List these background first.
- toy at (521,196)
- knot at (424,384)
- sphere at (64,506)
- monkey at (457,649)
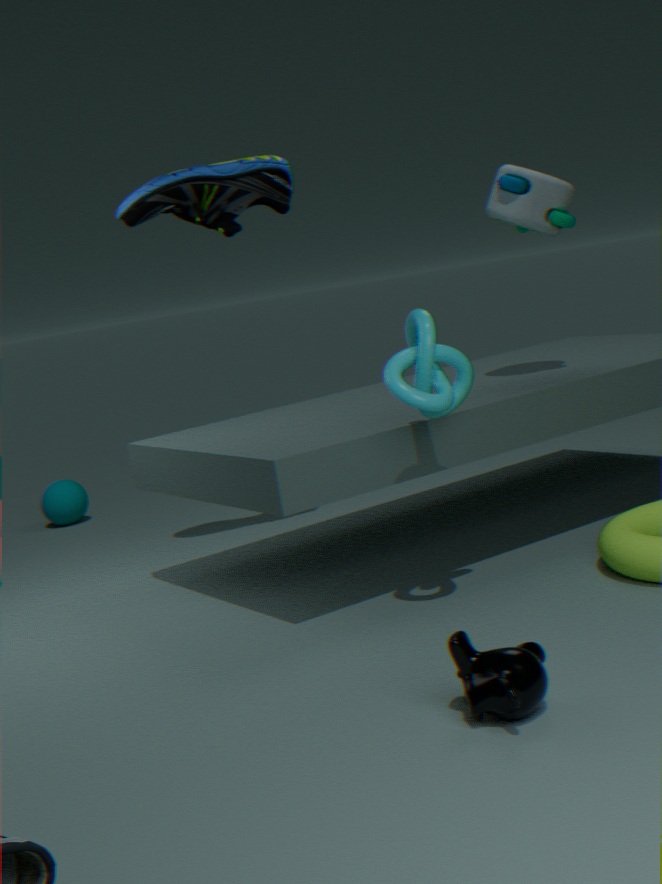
sphere at (64,506), toy at (521,196), knot at (424,384), monkey at (457,649)
